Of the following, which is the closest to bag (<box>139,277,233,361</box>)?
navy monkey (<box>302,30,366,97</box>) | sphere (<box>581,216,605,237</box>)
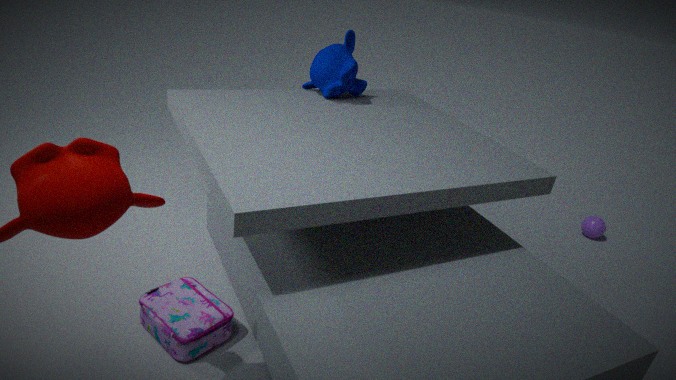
navy monkey (<box>302,30,366,97</box>)
